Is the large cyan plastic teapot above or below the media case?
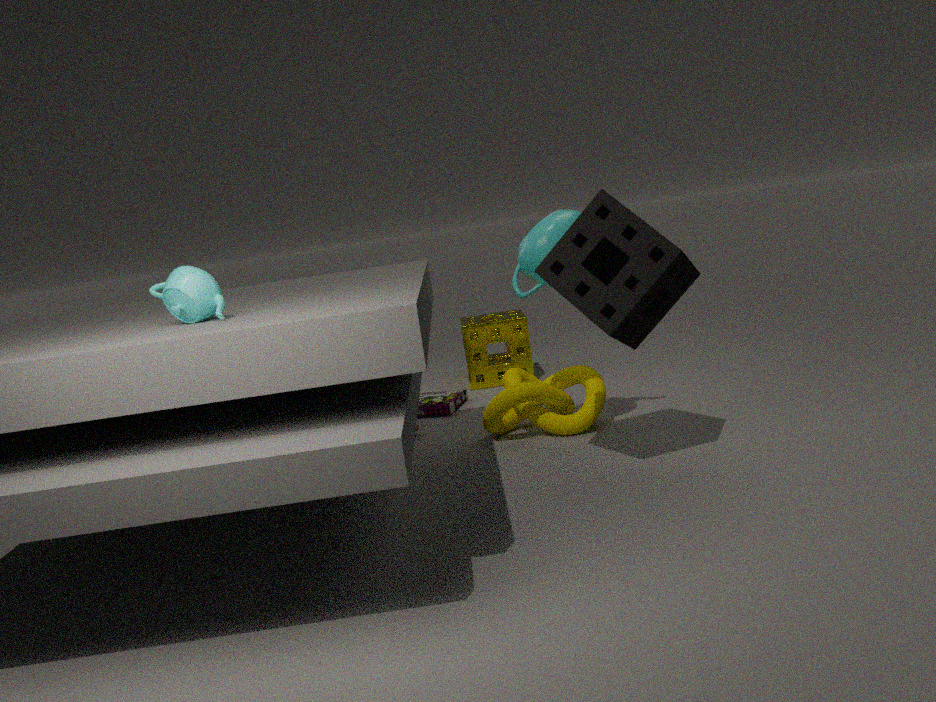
above
